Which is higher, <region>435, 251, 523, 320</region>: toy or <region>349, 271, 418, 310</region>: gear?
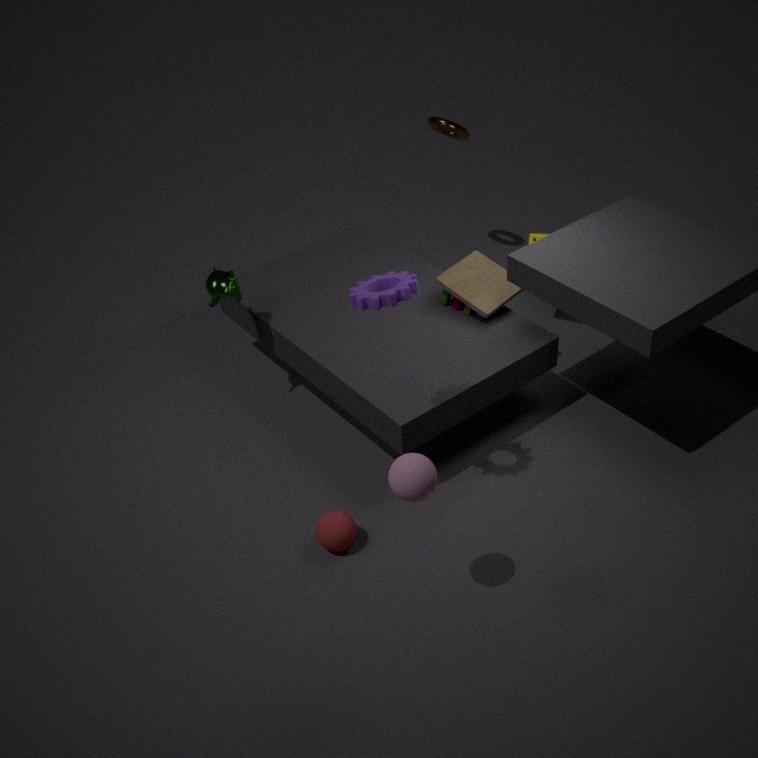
<region>349, 271, 418, 310</region>: gear
